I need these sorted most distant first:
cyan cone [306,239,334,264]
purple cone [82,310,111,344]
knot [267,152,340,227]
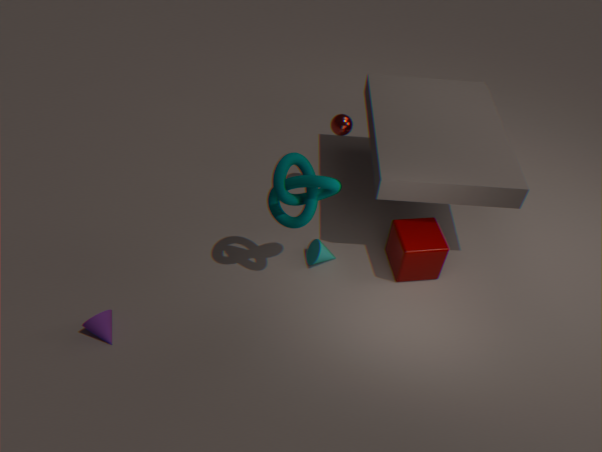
cyan cone [306,239,334,264]
purple cone [82,310,111,344]
knot [267,152,340,227]
